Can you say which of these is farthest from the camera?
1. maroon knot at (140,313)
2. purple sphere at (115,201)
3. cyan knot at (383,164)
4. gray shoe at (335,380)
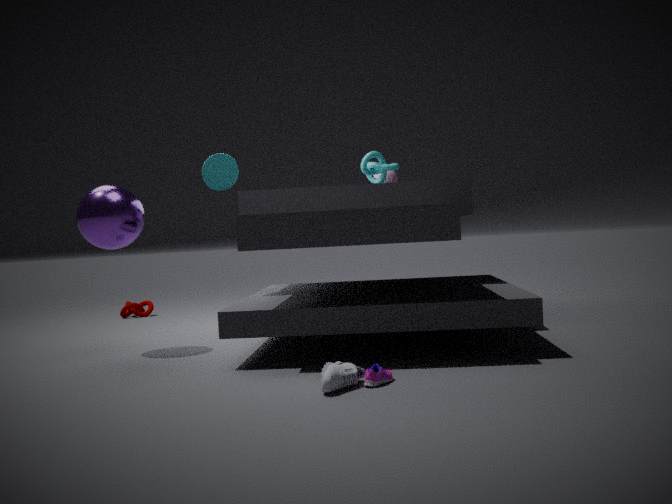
maroon knot at (140,313)
